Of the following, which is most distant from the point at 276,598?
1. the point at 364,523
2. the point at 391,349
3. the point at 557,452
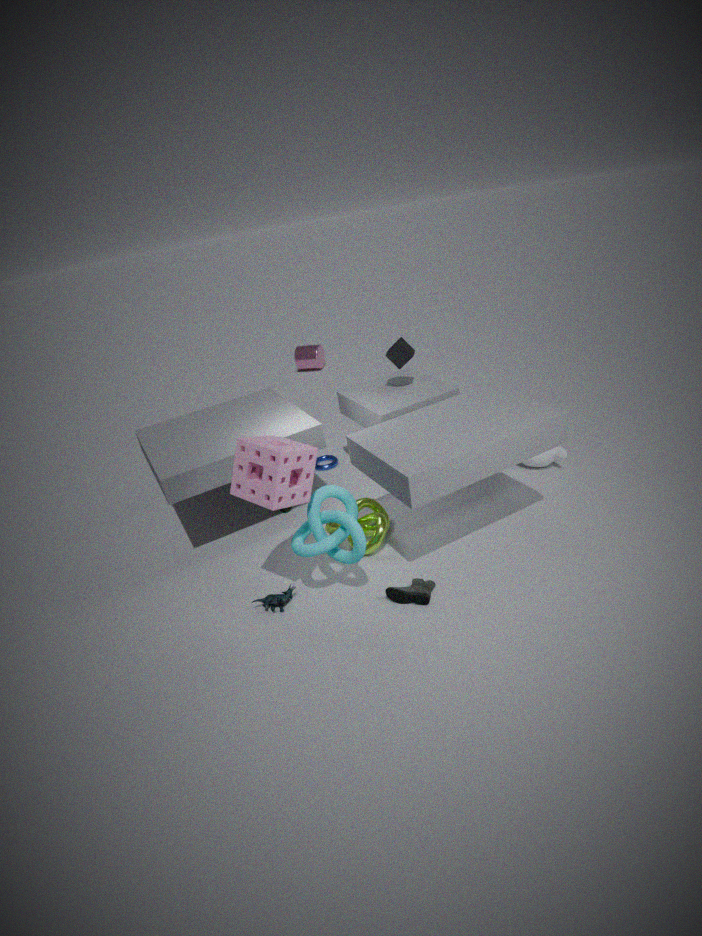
the point at 557,452
